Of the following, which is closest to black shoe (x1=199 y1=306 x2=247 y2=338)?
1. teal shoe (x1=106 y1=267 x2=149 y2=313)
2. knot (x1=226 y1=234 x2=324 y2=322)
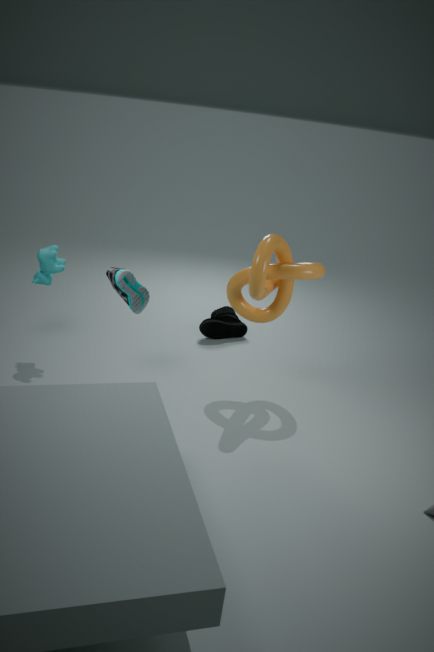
knot (x1=226 y1=234 x2=324 y2=322)
